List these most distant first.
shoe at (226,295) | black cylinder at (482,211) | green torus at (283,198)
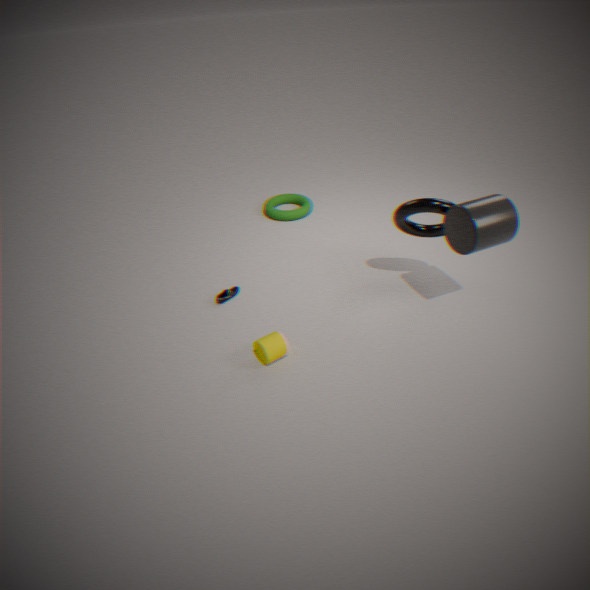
green torus at (283,198)
shoe at (226,295)
black cylinder at (482,211)
